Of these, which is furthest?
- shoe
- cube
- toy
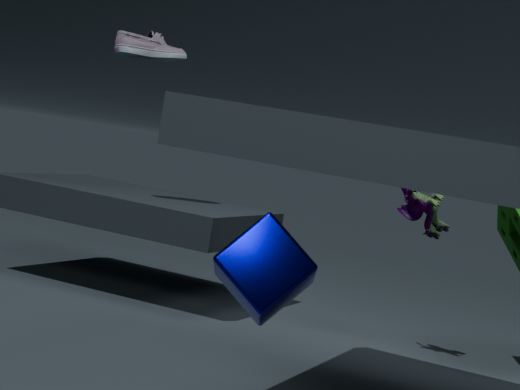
shoe
